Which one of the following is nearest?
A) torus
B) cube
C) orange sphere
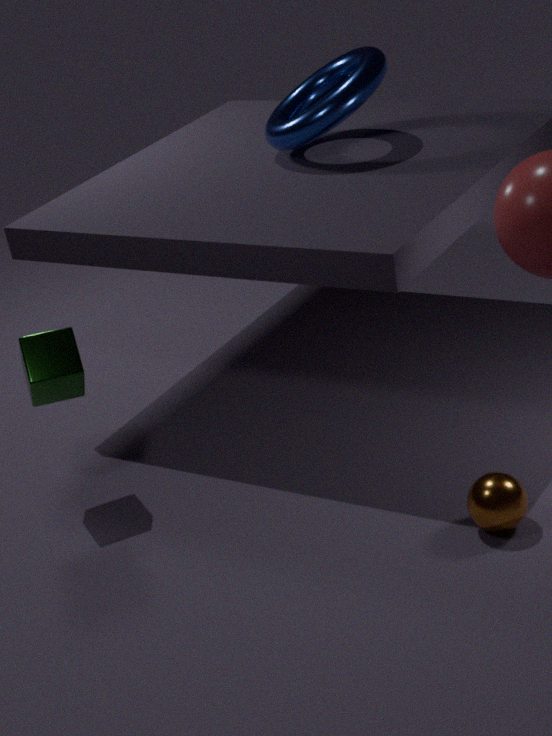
orange sphere
